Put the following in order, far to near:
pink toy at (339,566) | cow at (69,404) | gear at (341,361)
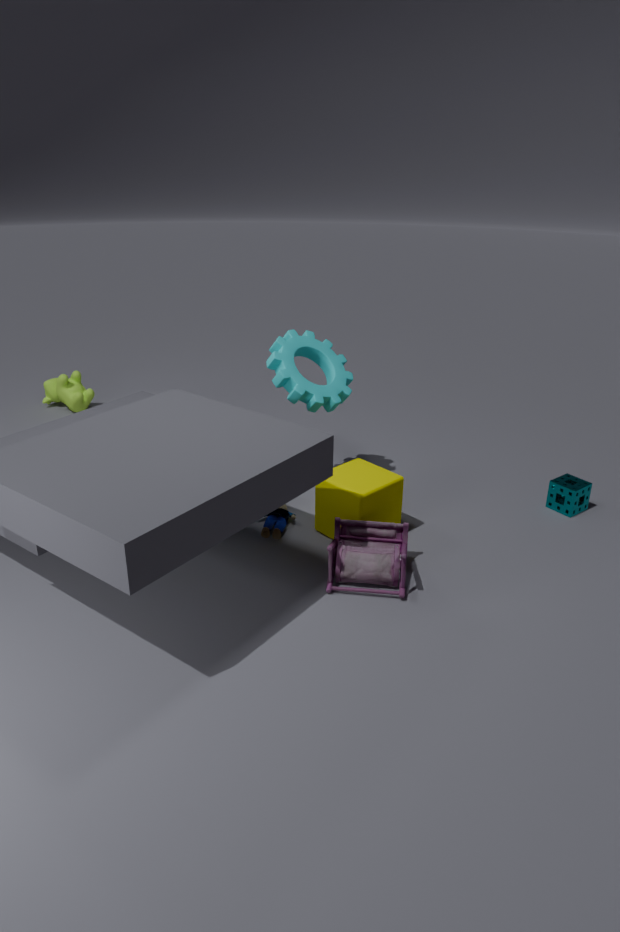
cow at (69,404) → gear at (341,361) → pink toy at (339,566)
